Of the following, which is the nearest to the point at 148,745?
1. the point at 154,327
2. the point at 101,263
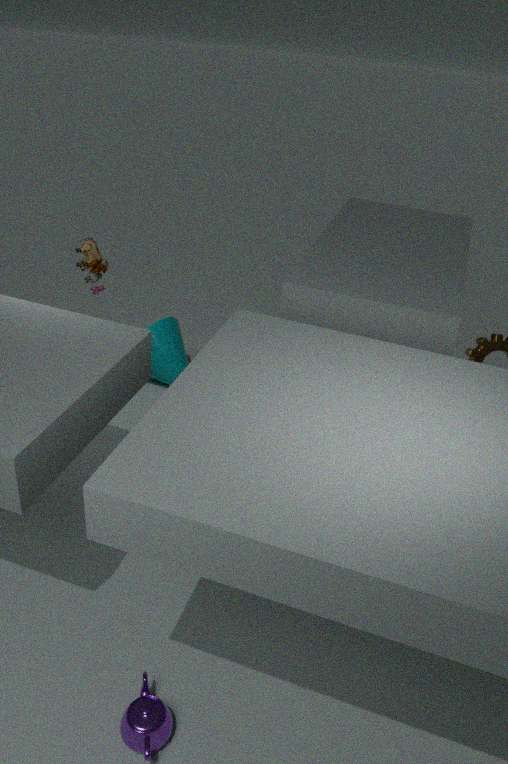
the point at 154,327
